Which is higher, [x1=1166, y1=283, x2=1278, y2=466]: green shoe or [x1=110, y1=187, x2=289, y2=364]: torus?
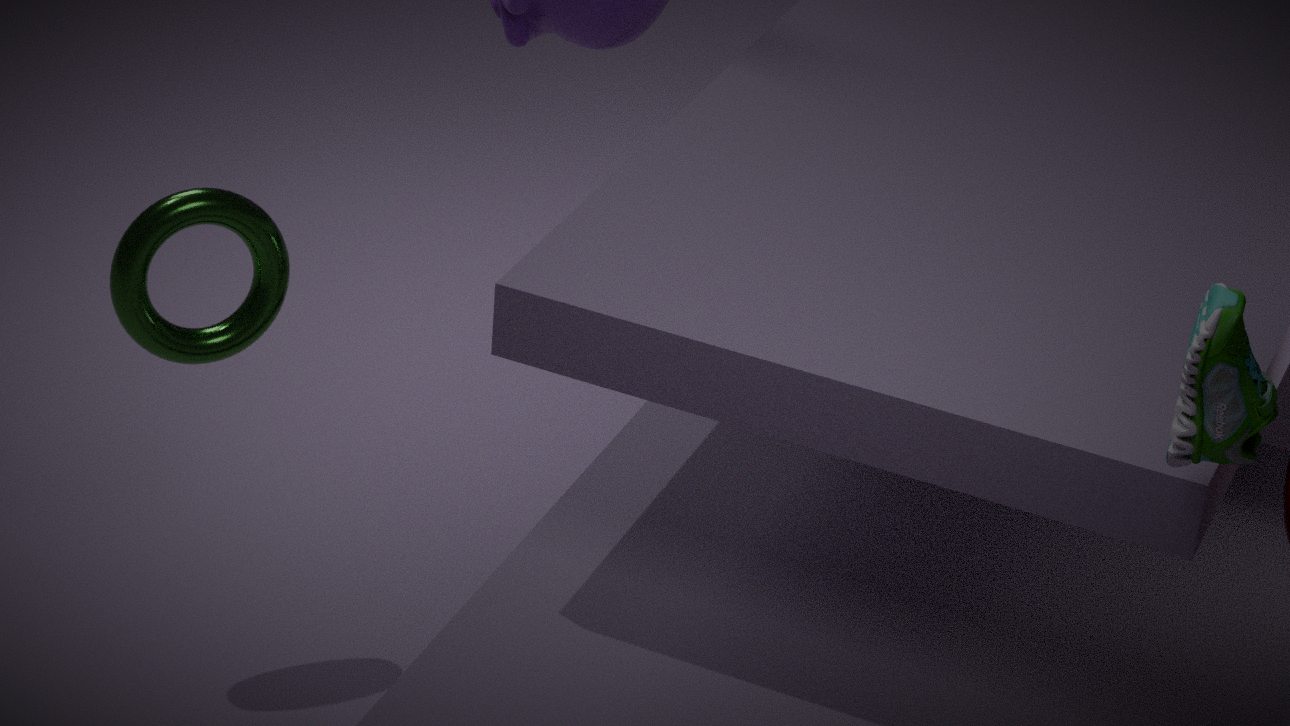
[x1=1166, y1=283, x2=1278, y2=466]: green shoe
